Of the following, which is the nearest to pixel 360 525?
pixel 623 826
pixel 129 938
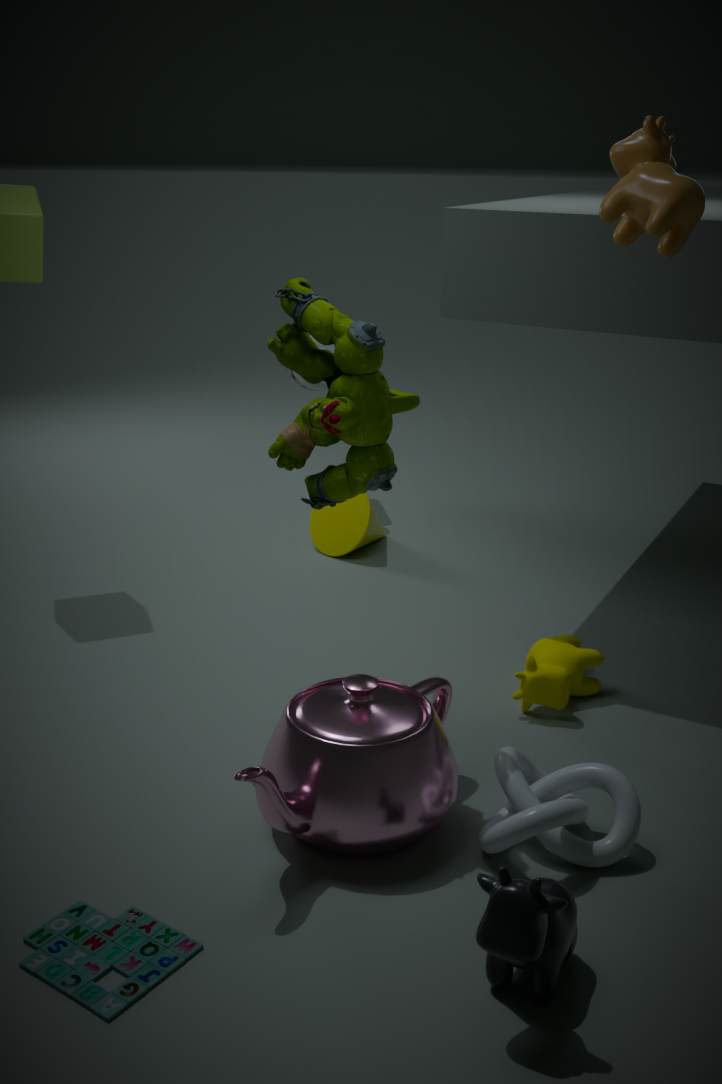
pixel 623 826
